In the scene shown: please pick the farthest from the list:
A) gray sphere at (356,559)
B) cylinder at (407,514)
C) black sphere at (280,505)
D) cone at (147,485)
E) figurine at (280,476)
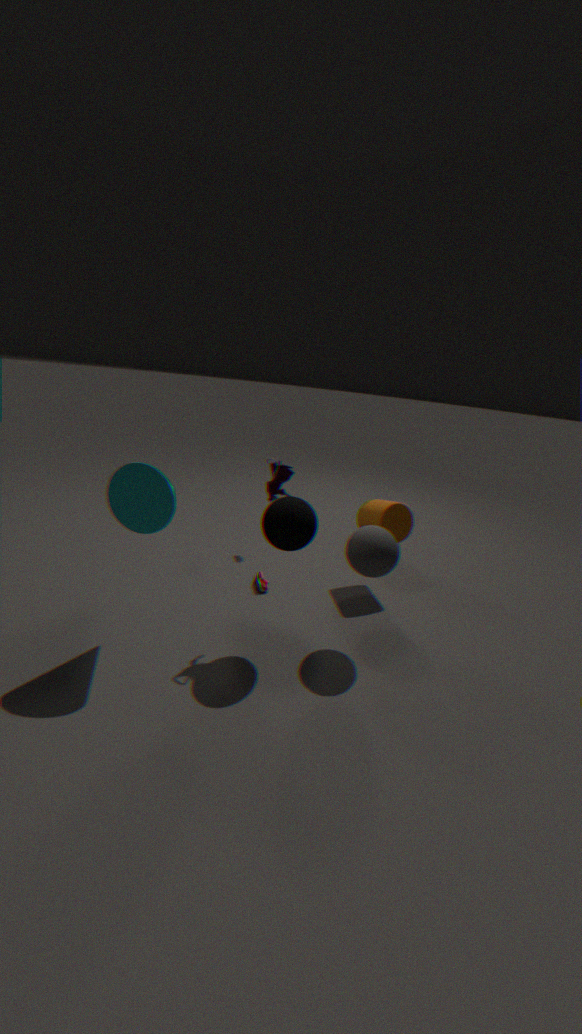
cylinder at (407,514)
